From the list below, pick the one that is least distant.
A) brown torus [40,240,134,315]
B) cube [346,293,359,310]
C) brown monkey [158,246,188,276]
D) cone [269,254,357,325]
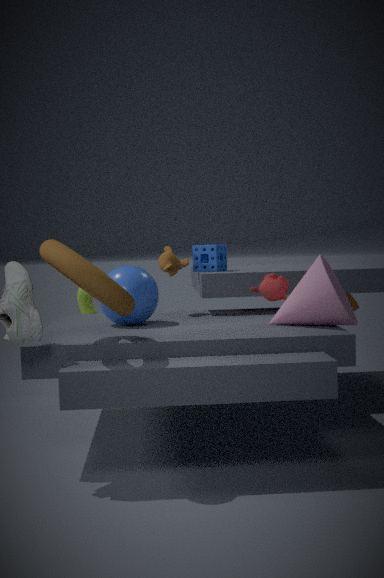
brown torus [40,240,134,315]
